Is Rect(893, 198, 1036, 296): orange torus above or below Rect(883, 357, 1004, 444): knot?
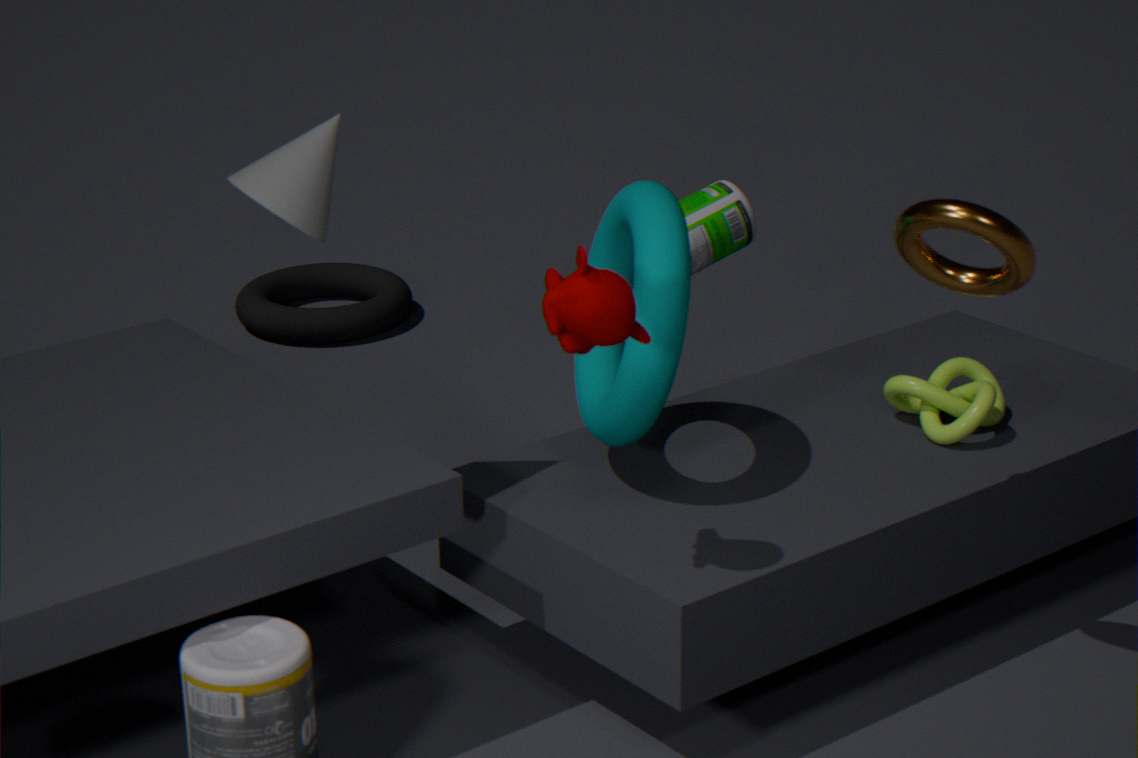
above
